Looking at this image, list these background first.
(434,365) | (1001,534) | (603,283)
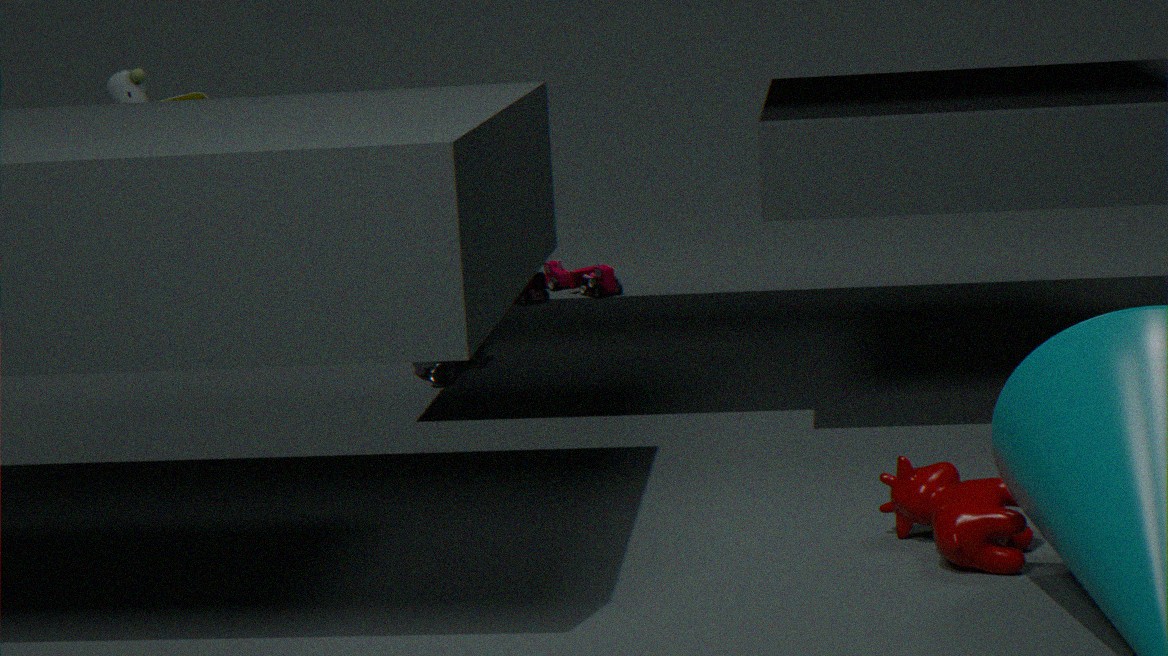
(603,283) → (434,365) → (1001,534)
